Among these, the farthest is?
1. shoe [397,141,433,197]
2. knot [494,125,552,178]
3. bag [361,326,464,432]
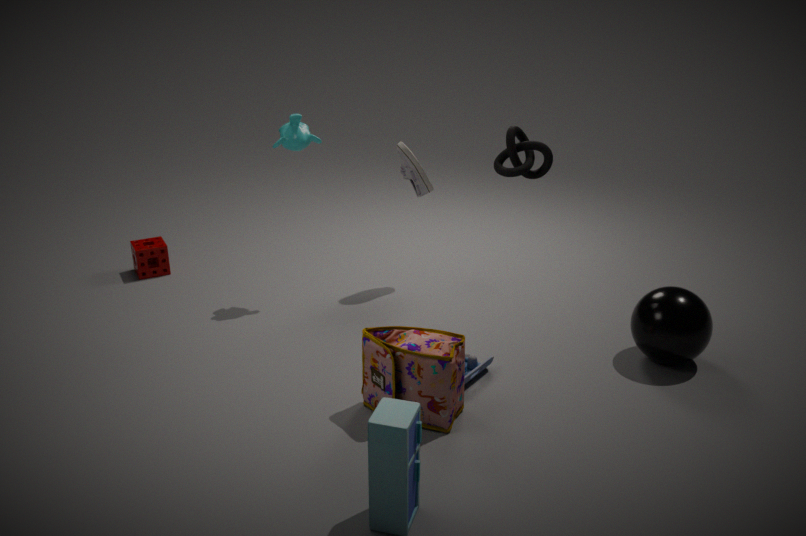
shoe [397,141,433,197]
